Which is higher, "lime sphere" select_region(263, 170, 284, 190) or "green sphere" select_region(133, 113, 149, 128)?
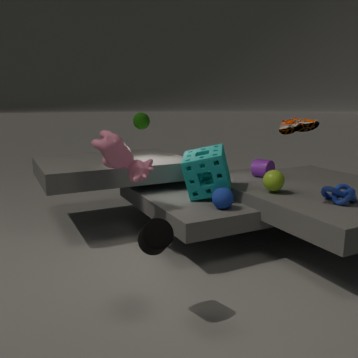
"green sphere" select_region(133, 113, 149, 128)
